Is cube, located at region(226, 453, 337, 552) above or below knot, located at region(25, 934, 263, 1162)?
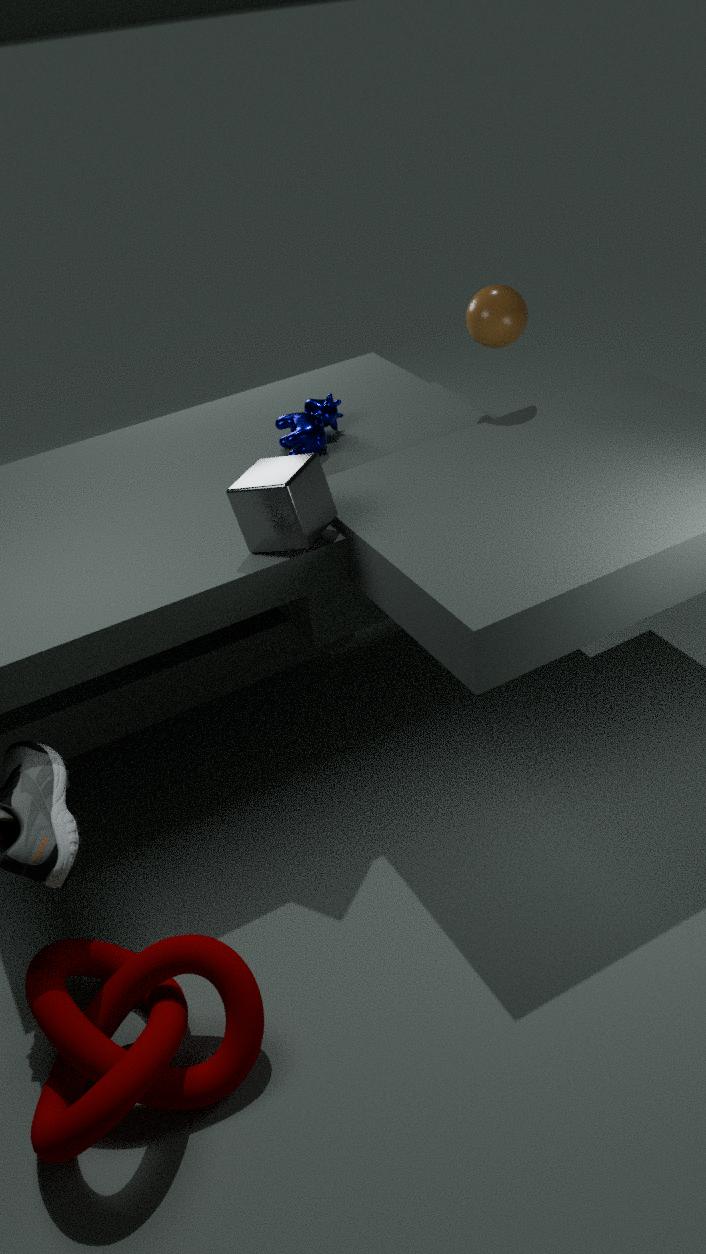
above
